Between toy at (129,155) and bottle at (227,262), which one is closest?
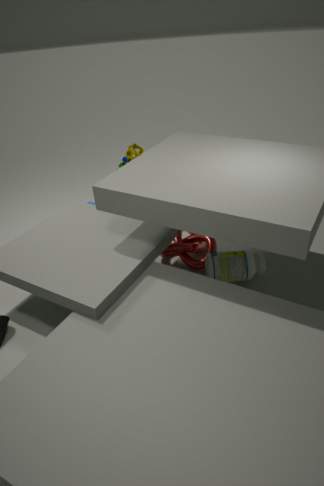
bottle at (227,262)
